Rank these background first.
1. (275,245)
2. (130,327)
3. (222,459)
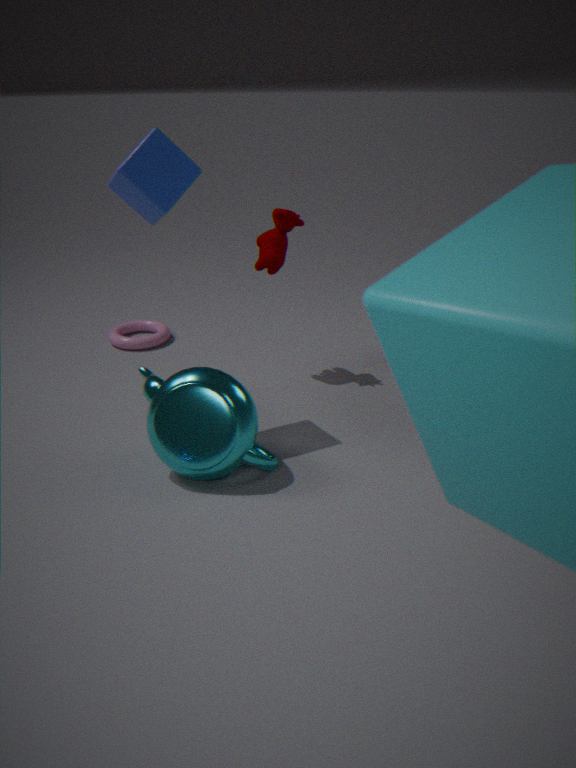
(130,327), (275,245), (222,459)
